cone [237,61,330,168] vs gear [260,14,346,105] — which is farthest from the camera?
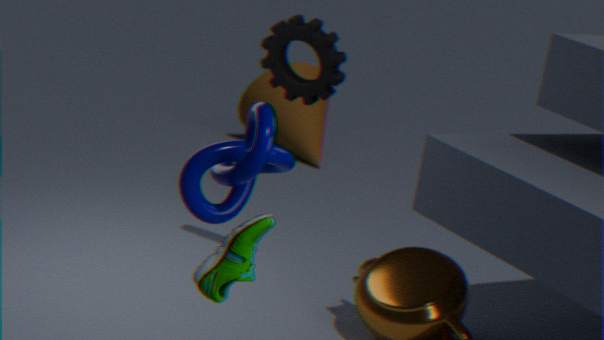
cone [237,61,330,168]
